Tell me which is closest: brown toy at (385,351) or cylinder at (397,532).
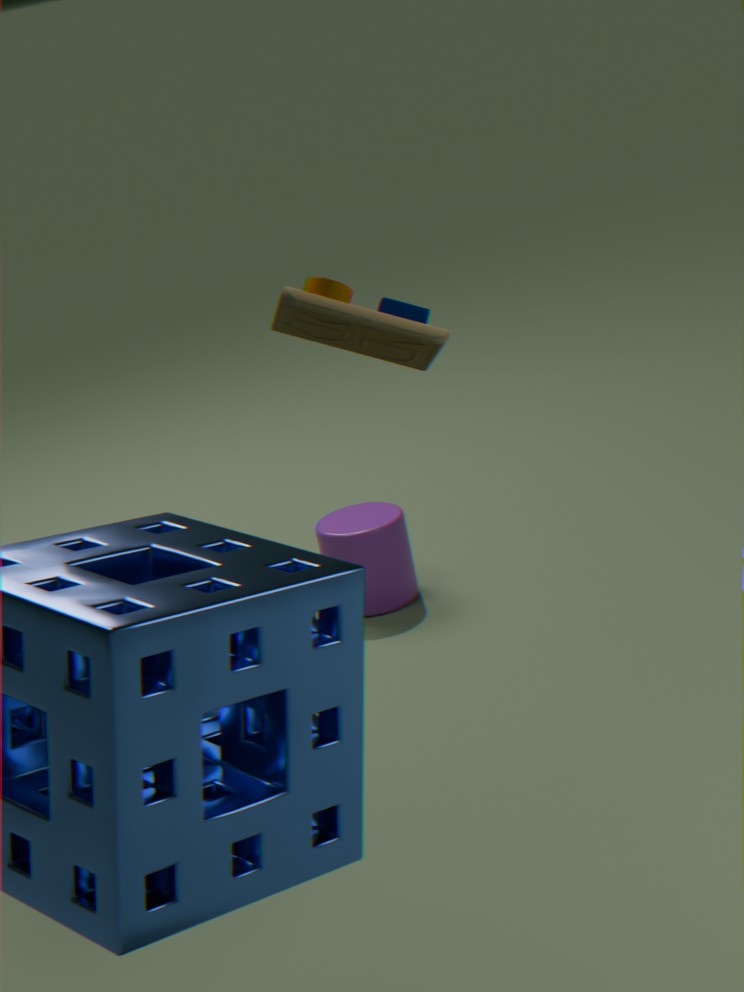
brown toy at (385,351)
